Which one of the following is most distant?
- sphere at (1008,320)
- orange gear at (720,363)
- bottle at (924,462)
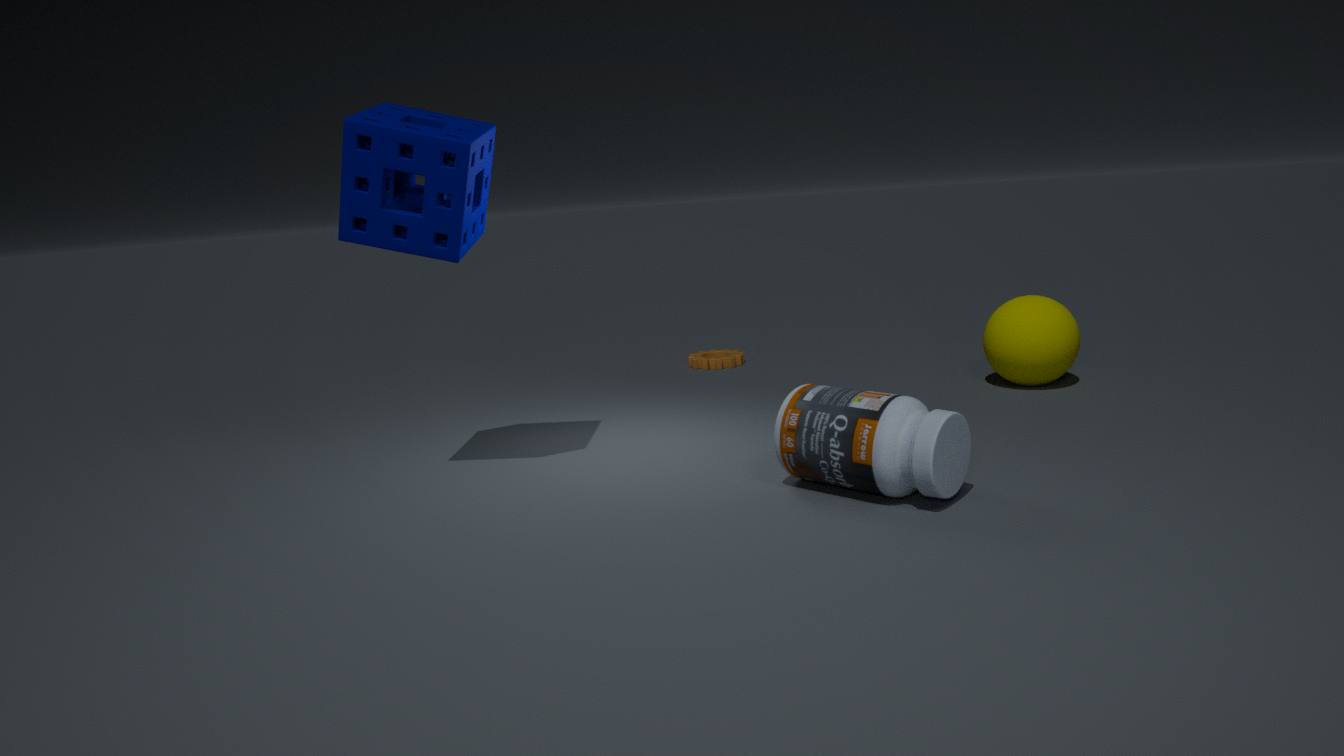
orange gear at (720,363)
